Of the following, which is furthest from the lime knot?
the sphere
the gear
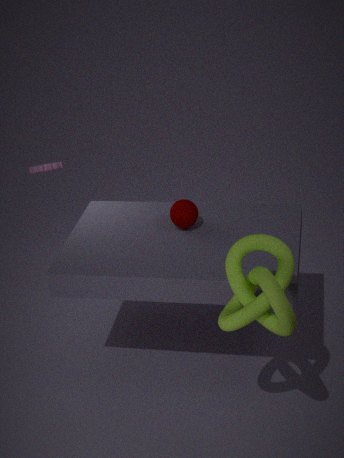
the gear
